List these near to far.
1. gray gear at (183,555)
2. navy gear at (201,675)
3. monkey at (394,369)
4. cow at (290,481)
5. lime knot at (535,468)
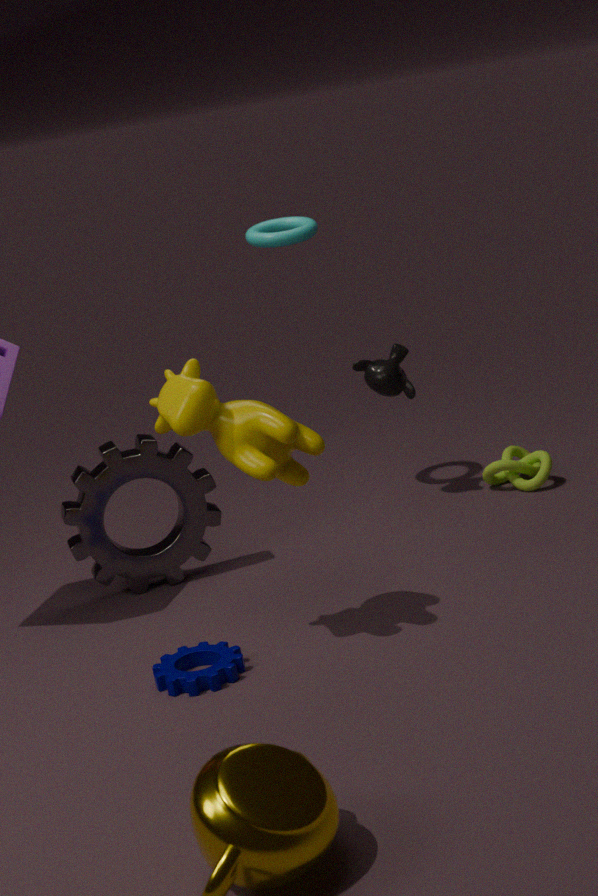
cow at (290,481) → navy gear at (201,675) → gray gear at (183,555) → monkey at (394,369) → lime knot at (535,468)
